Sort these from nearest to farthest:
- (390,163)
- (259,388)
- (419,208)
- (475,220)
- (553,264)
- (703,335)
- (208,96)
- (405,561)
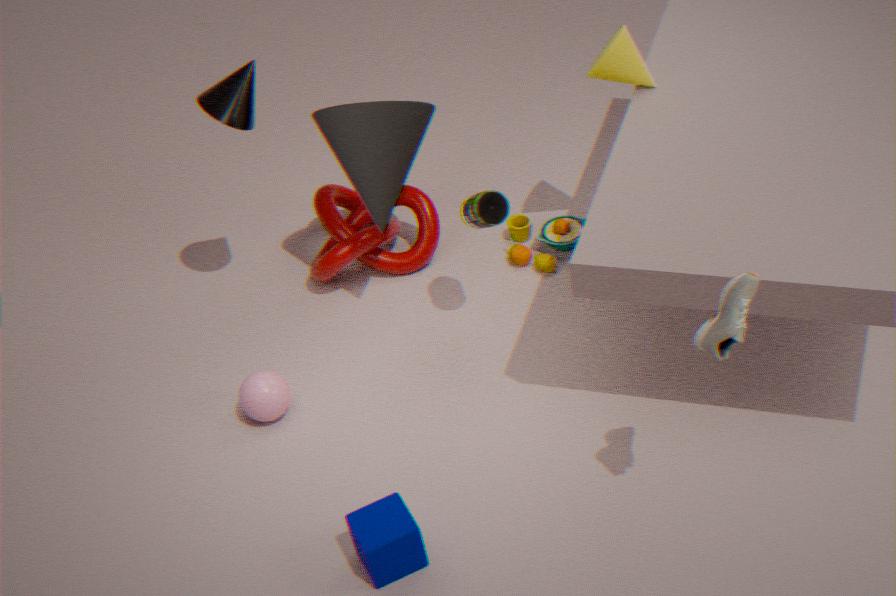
(703,335)
(405,561)
(475,220)
(208,96)
(259,388)
(390,163)
(553,264)
(419,208)
